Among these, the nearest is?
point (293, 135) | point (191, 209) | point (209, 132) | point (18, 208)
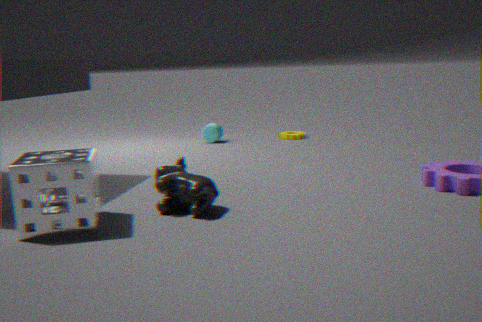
point (18, 208)
